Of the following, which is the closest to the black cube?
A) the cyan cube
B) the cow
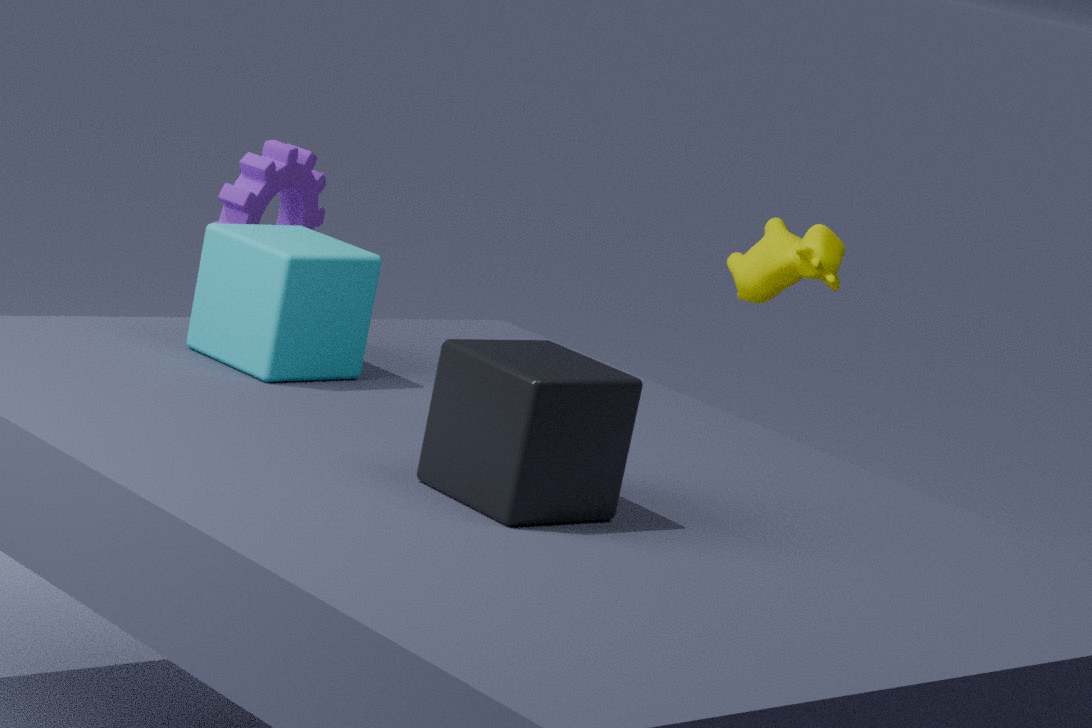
the cyan cube
